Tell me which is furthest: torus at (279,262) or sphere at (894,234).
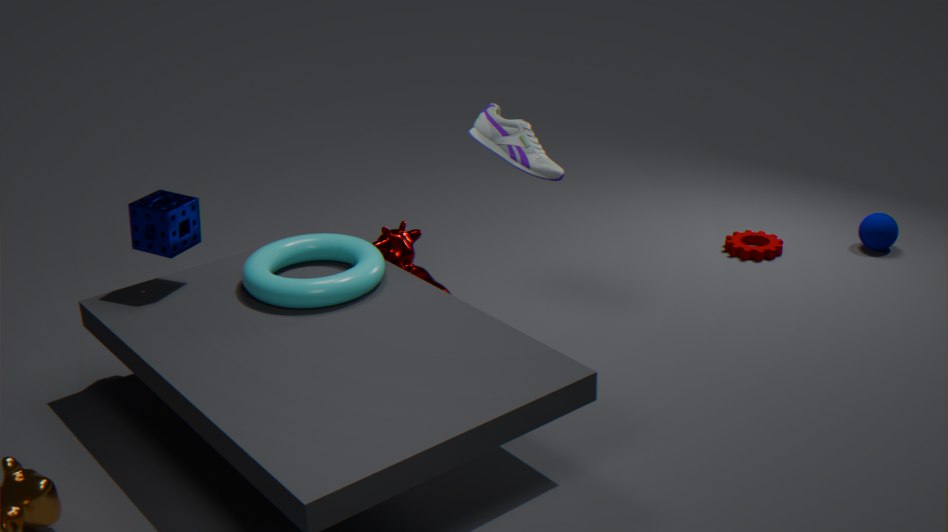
sphere at (894,234)
